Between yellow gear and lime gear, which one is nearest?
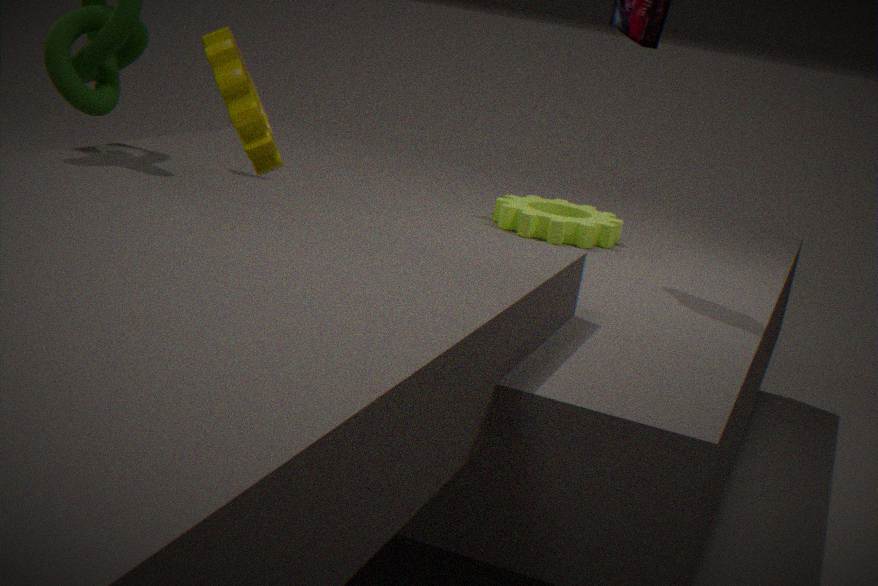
yellow gear
